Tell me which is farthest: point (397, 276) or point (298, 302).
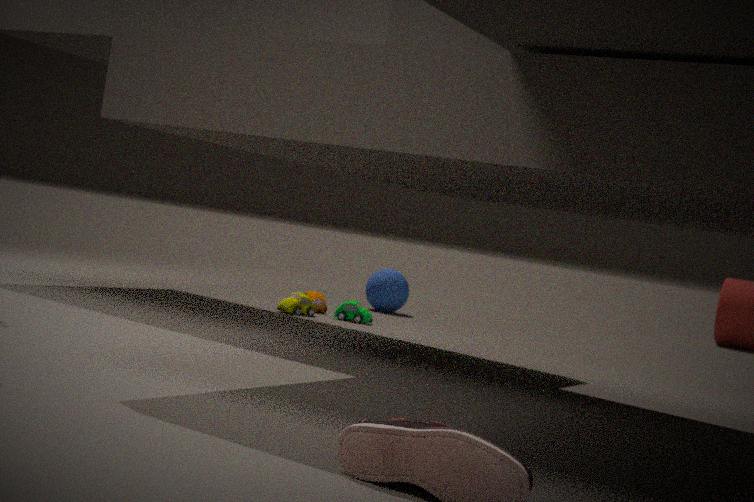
point (397, 276)
